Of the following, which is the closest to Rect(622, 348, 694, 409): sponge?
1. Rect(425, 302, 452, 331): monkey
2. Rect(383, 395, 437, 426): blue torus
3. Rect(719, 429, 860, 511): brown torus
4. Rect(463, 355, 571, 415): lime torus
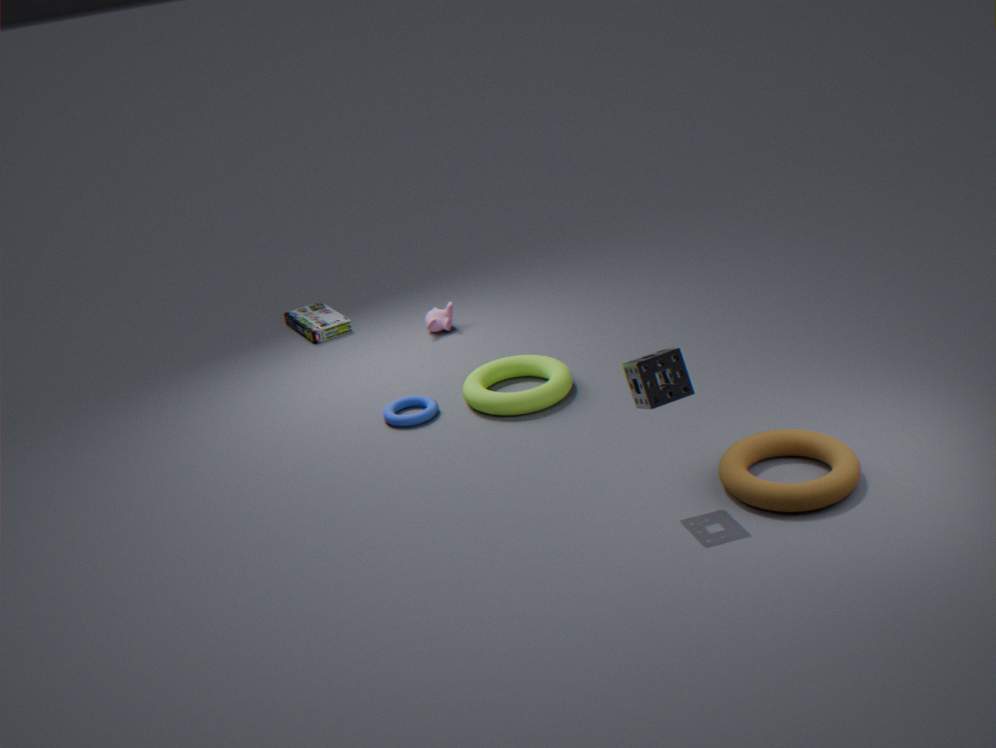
Rect(719, 429, 860, 511): brown torus
